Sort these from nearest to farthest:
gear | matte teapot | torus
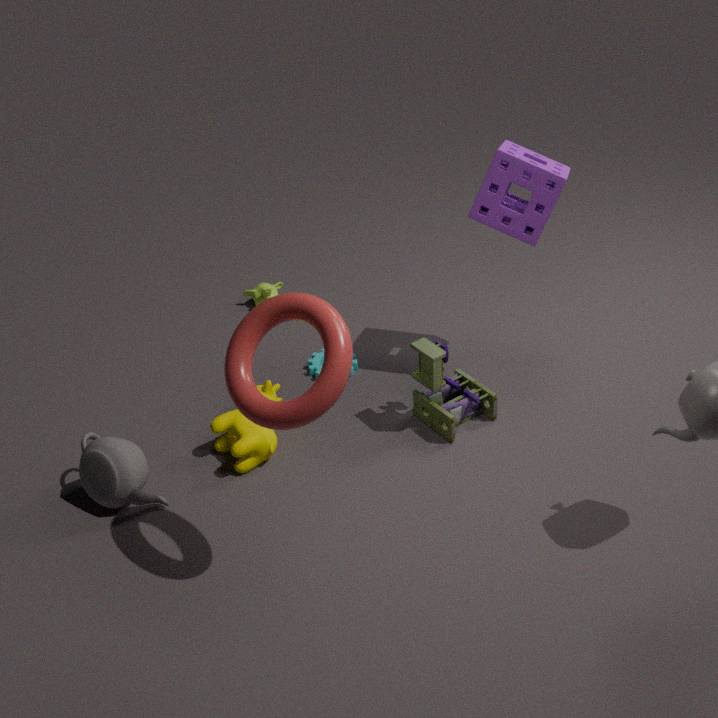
torus, matte teapot, gear
